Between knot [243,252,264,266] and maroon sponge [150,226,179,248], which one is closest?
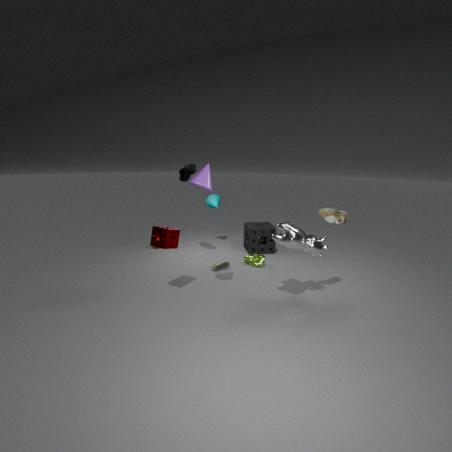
maroon sponge [150,226,179,248]
